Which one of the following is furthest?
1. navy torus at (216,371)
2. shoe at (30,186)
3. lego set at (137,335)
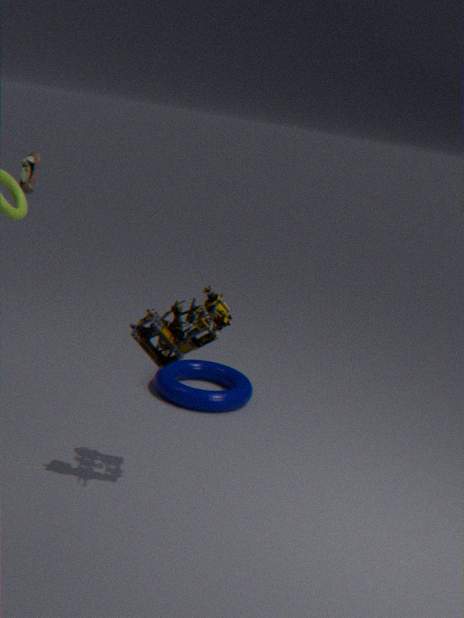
shoe at (30,186)
